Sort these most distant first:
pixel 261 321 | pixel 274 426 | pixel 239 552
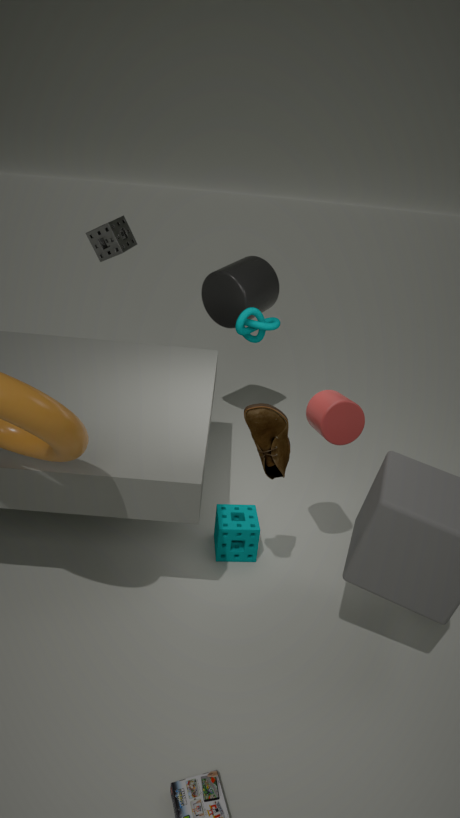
pixel 261 321
pixel 239 552
pixel 274 426
